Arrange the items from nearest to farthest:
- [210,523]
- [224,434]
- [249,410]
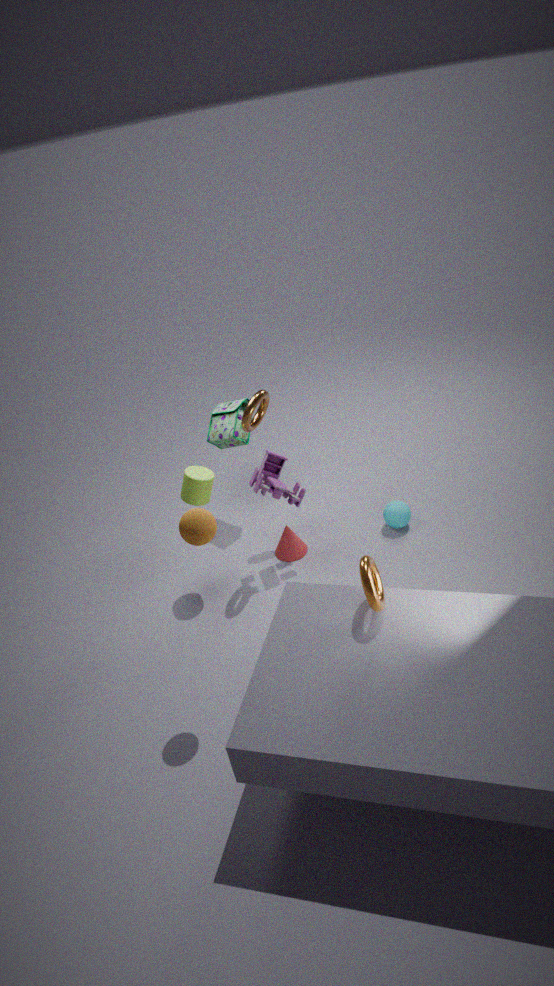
Answer: [210,523] < [249,410] < [224,434]
